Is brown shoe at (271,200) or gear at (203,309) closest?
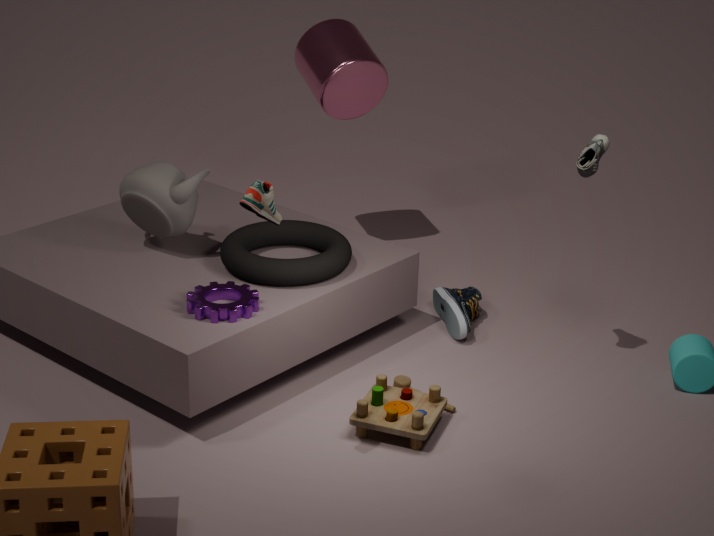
brown shoe at (271,200)
